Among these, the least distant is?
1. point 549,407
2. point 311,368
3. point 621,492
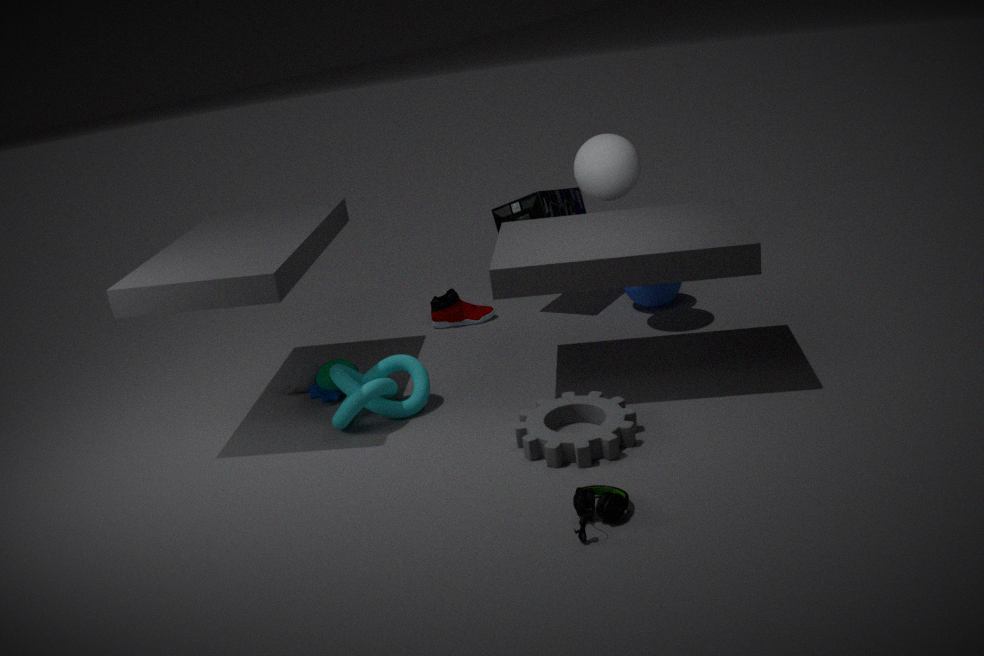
point 621,492
